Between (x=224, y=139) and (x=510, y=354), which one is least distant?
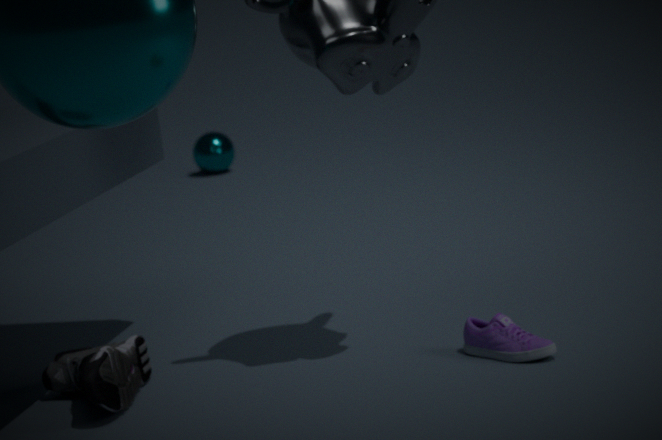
(x=510, y=354)
